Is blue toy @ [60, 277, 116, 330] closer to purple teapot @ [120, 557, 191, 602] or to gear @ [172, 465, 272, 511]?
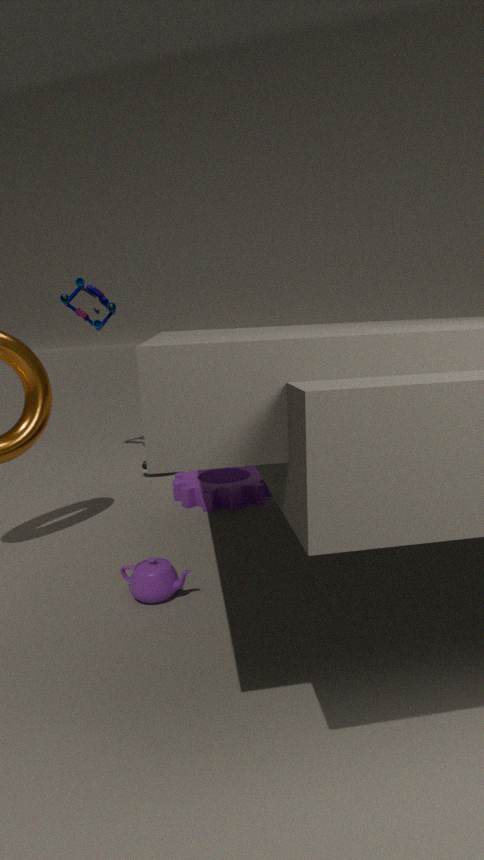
gear @ [172, 465, 272, 511]
